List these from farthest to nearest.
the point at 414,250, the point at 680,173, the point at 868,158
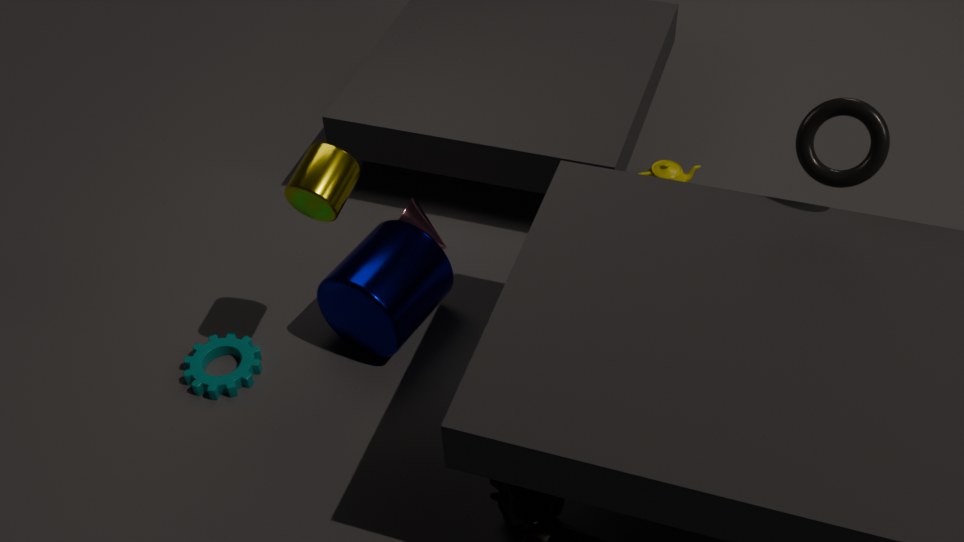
the point at 680,173 < the point at 414,250 < the point at 868,158
